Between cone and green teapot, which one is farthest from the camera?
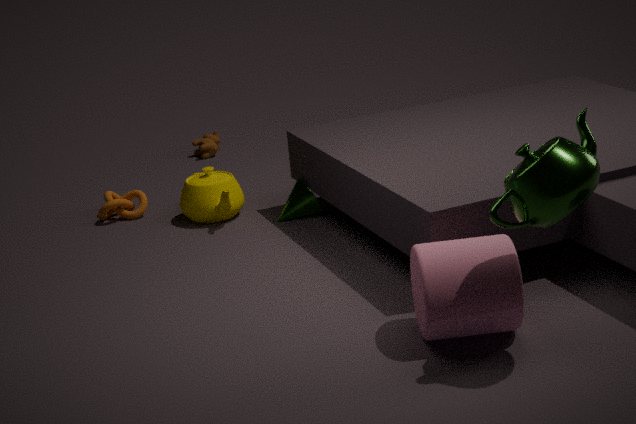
cone
